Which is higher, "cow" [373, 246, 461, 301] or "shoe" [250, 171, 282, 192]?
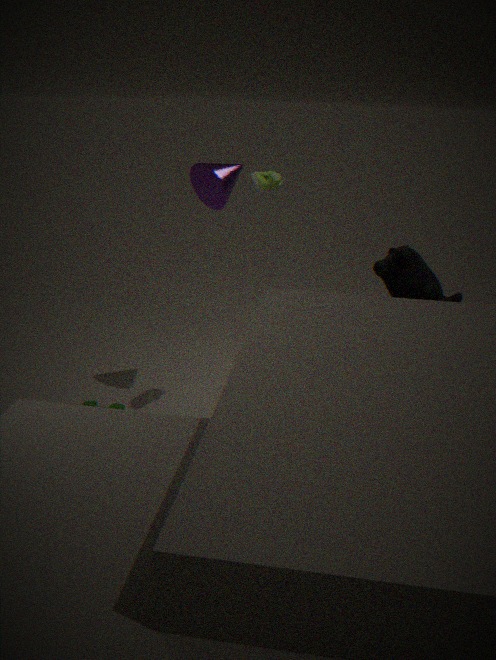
"shoe" [250, 171, 282, 192]
